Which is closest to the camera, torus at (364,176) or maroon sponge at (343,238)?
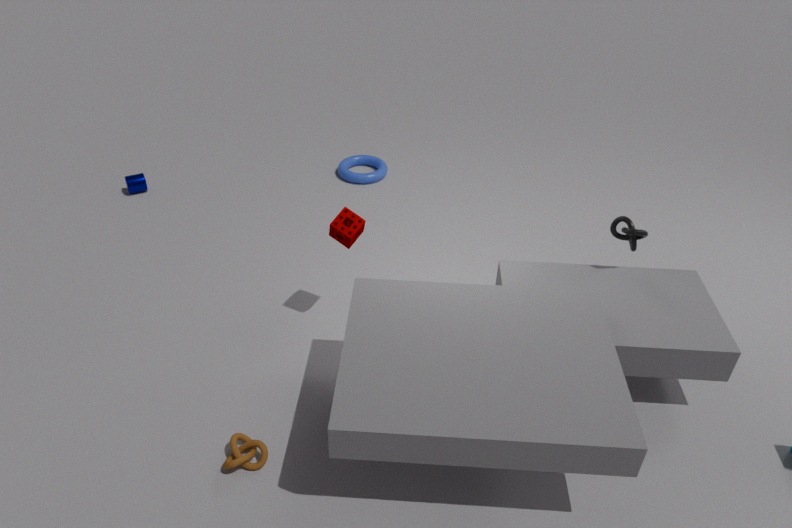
maroon sponge at (343,238)
